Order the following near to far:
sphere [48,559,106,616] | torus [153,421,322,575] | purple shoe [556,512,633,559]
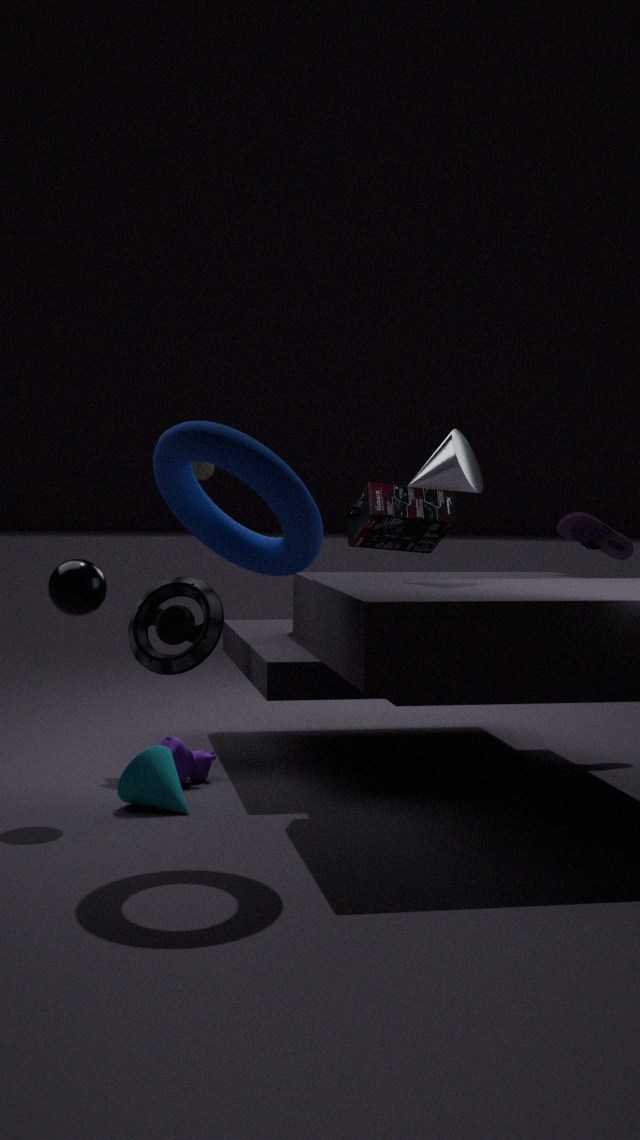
torus [153,421,322,575] → sphere [48,559,106,616] → purple shoe [556,512,633,559]
